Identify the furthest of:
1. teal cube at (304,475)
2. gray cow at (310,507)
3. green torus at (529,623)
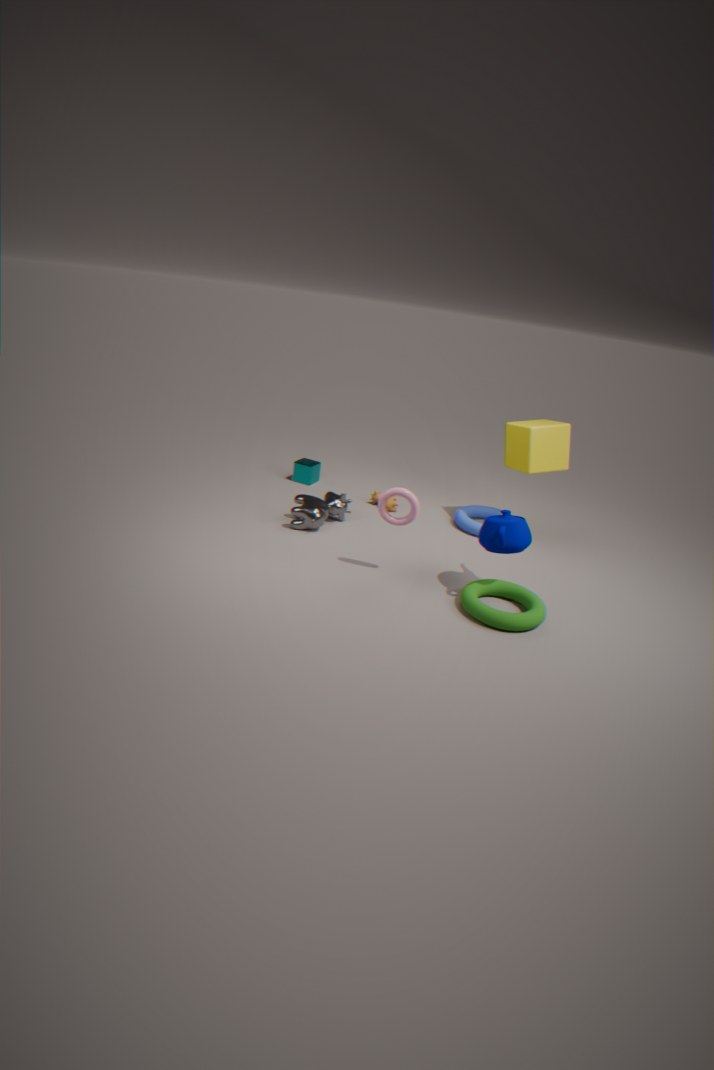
teal cube at (304,475)
